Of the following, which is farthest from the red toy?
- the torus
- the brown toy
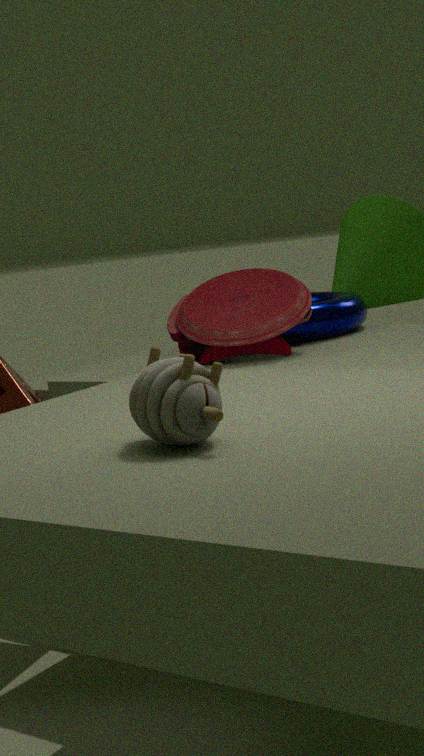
the brown toy
